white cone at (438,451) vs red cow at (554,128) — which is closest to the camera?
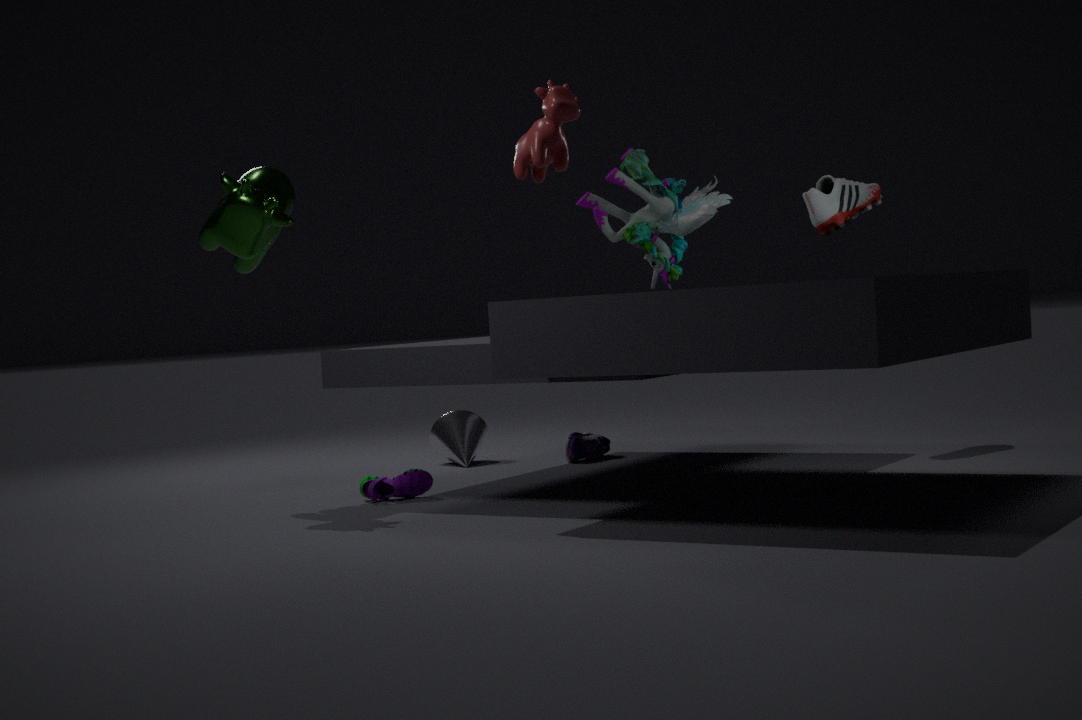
red cow at (554,128)
